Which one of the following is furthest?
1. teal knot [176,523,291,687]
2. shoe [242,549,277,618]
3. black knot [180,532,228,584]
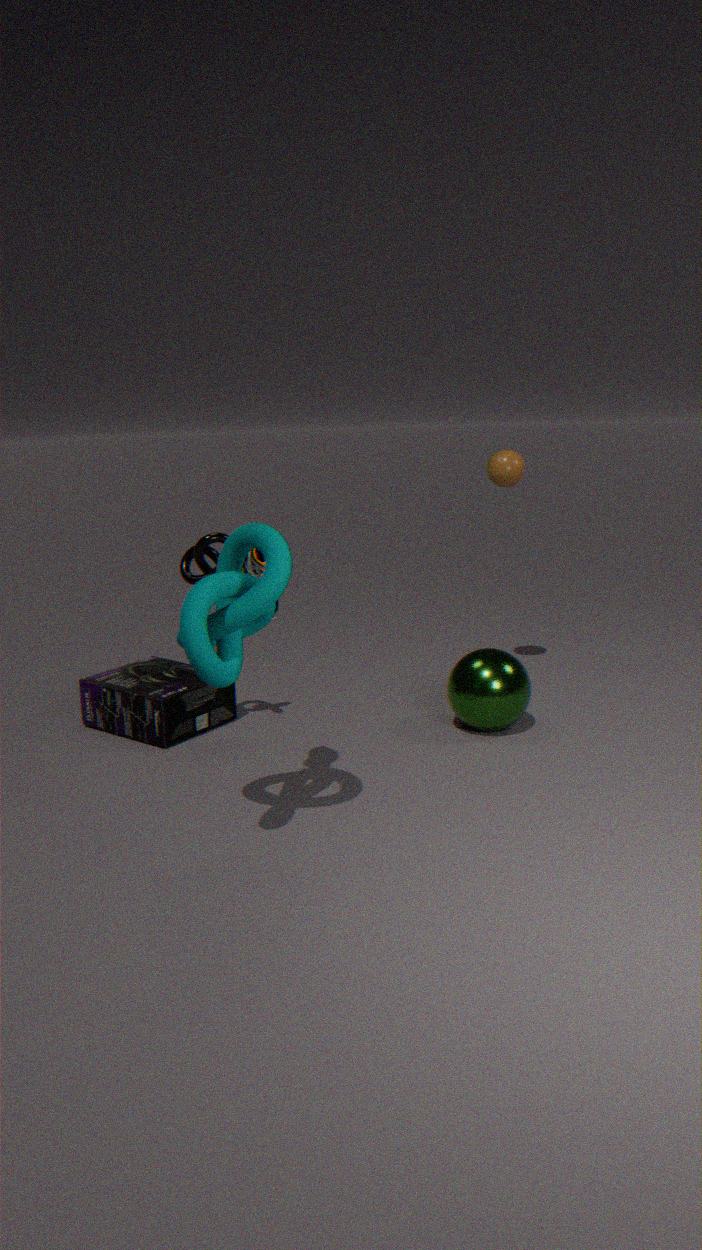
black knot [180,532,228,584]
